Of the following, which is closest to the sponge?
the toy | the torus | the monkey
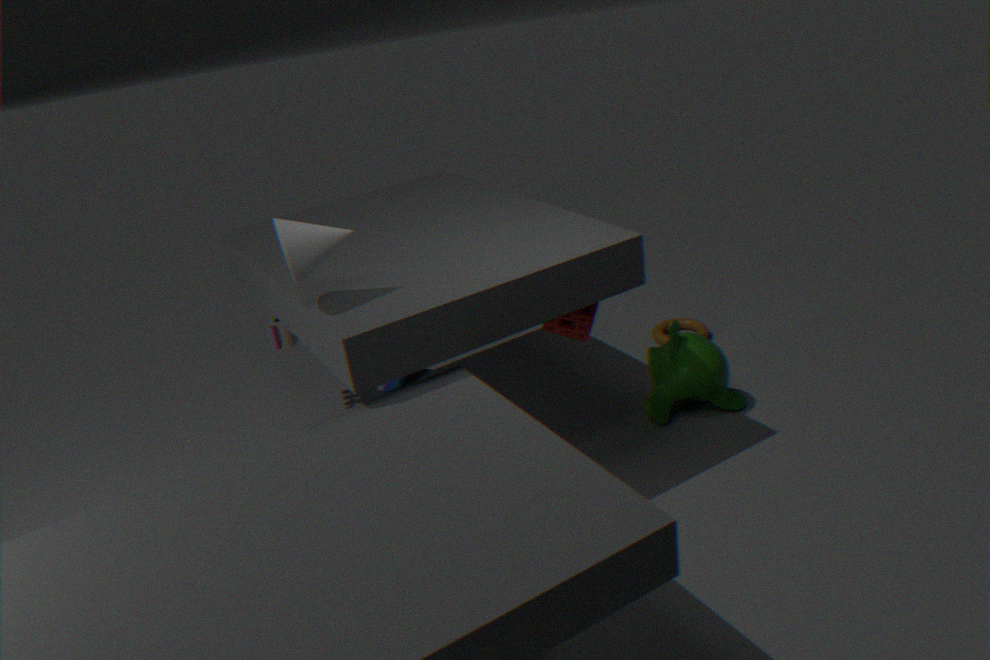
the monkey
